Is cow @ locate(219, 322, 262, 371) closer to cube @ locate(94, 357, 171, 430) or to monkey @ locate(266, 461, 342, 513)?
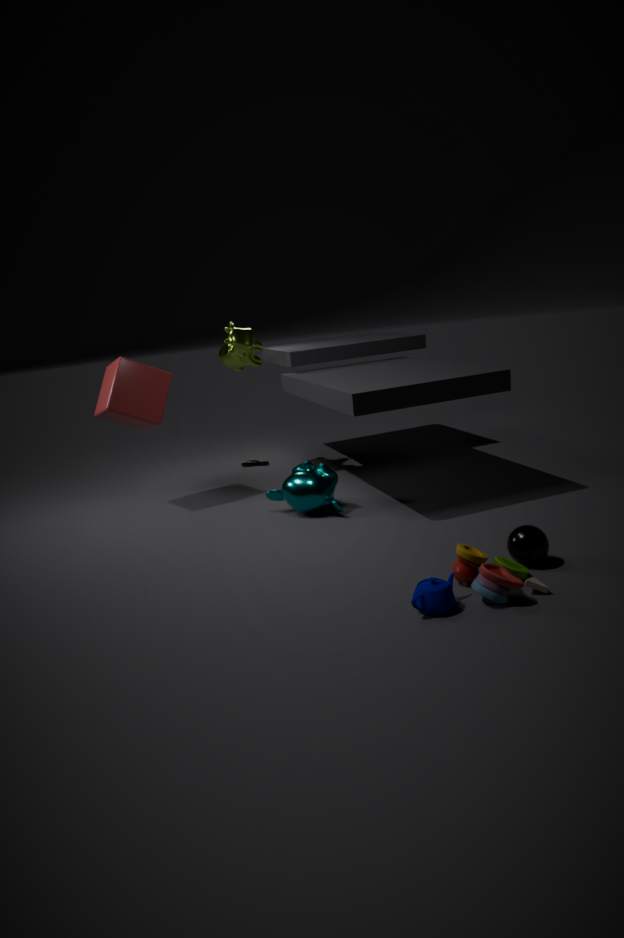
cube @ locate(94, 357, 171, 430)
